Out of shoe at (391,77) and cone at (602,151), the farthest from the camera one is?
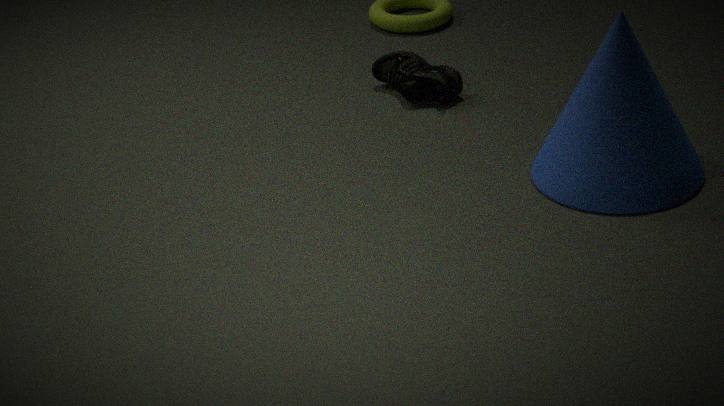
shoe at (391,77)
